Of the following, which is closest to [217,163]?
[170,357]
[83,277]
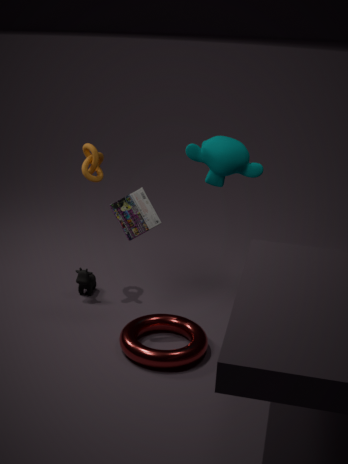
[170,357]
